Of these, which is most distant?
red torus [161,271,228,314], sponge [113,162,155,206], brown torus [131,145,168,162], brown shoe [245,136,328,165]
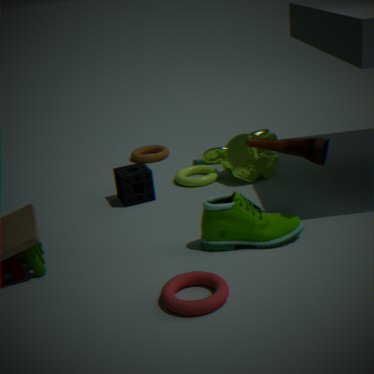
brown torus [131,145,168,162]
